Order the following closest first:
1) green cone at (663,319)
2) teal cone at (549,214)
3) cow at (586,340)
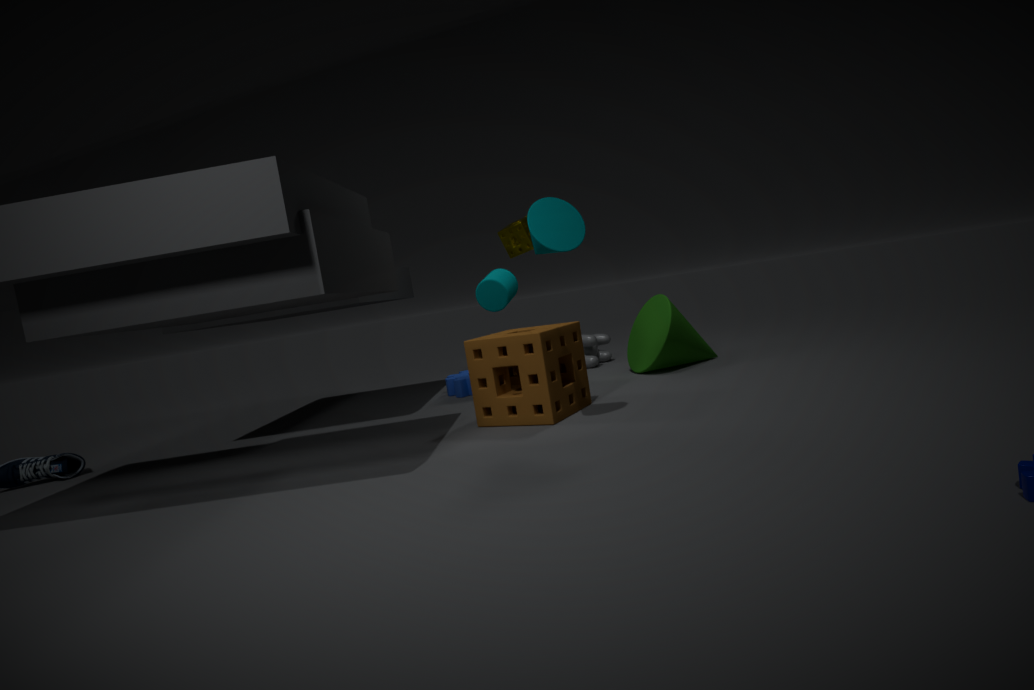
2. teal cone at (549,214)
1. green cone at (663,319)
3. cow at (586,340)
